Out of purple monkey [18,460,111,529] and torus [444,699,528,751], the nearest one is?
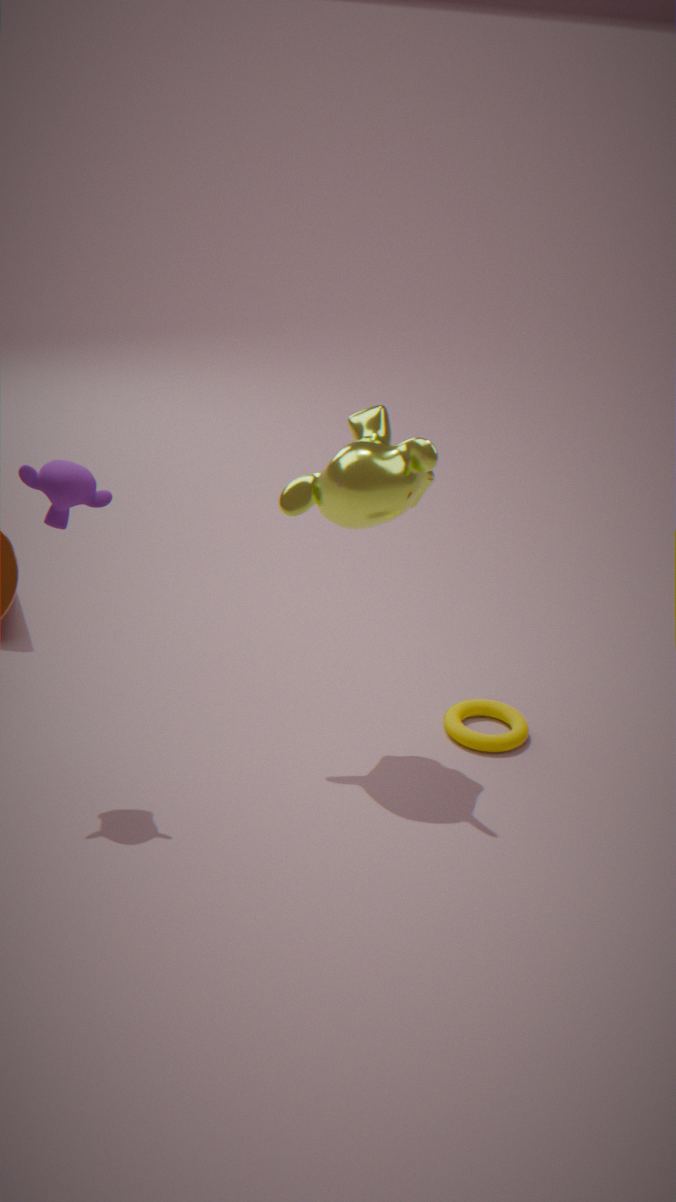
purple monkey [18,460,111,529]
